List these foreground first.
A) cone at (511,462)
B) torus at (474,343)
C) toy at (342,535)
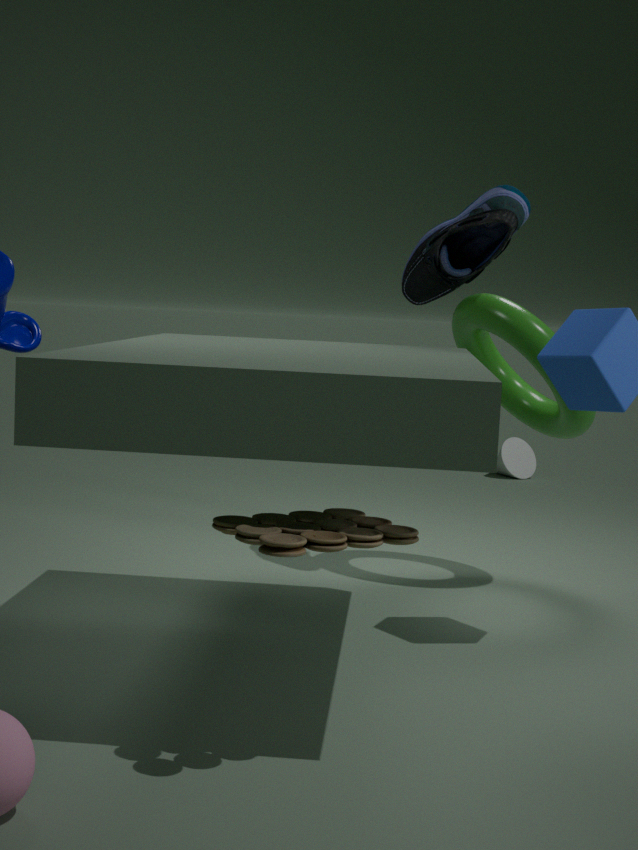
toy at (342,535) → torus at (474,343) → cone at (511,462)
